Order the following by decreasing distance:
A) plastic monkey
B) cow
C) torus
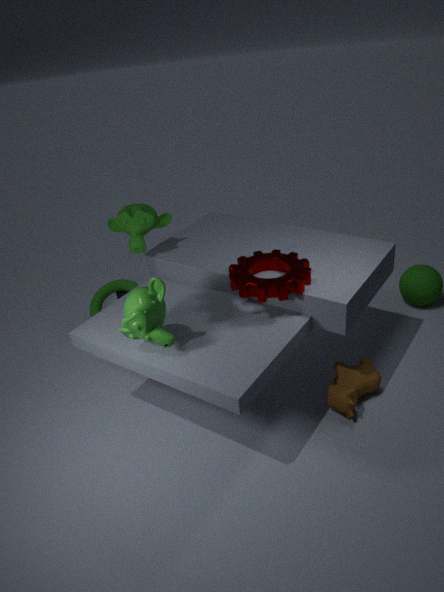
torus, cow, plastic monkey
